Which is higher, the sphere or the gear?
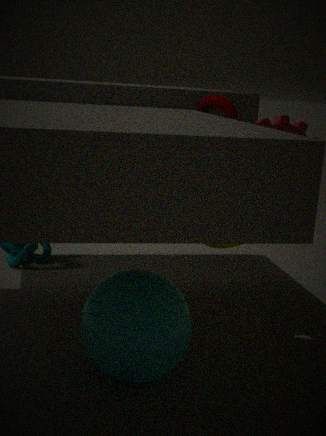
the gear
